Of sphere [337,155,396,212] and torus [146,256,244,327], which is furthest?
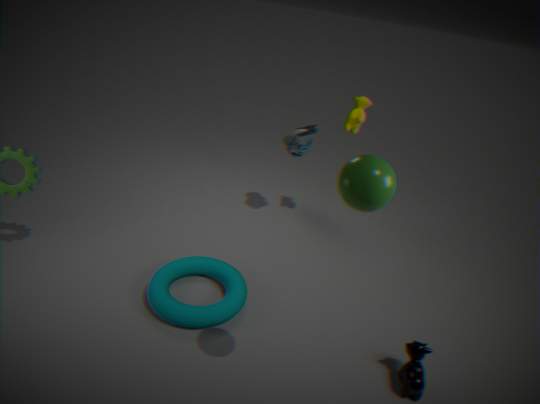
torus [146,256,244,327]
